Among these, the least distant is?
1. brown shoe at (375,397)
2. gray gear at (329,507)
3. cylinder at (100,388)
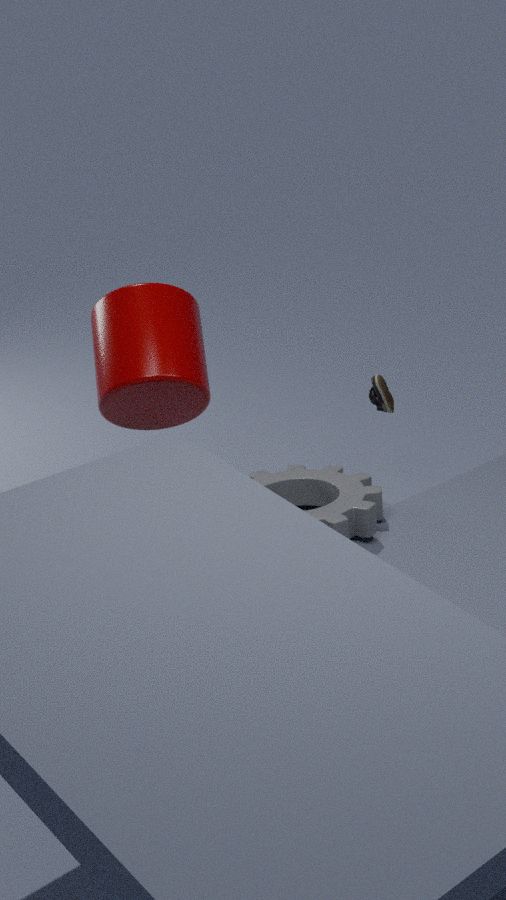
gray gear at (329,507)
